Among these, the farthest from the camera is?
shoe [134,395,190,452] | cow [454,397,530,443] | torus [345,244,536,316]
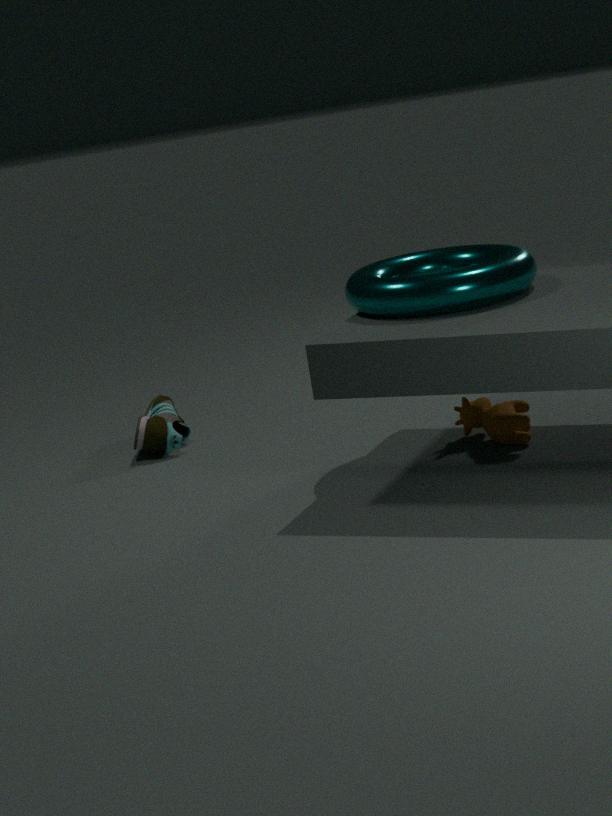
shoe [134,395,190,452]
